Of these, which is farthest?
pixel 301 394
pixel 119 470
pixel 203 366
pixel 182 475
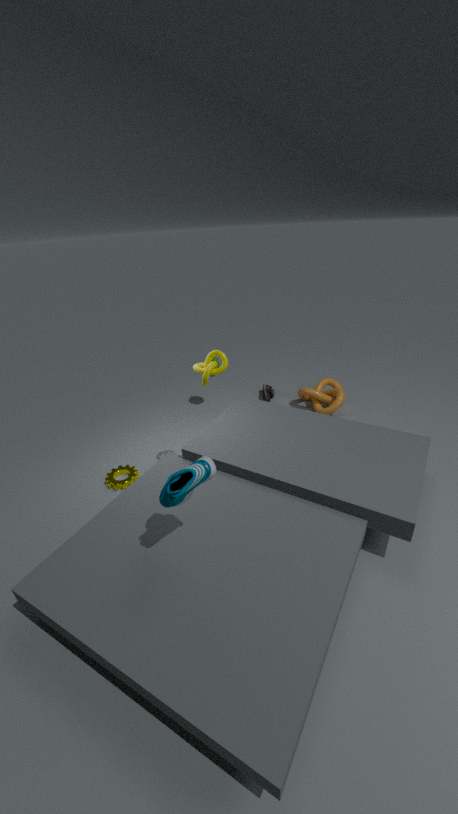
pixel 301 394
